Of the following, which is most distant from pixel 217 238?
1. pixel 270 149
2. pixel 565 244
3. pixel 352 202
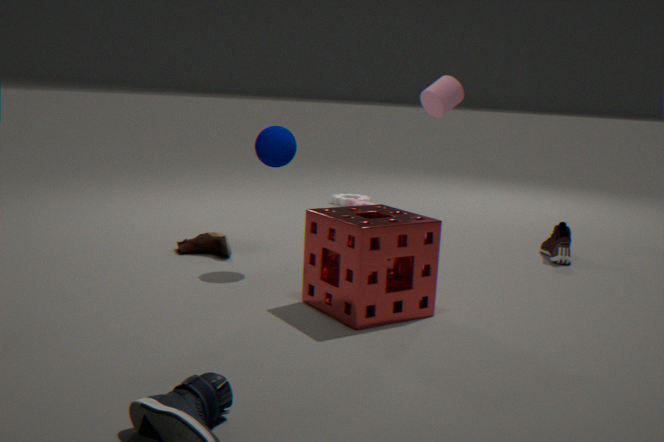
pixel 565 244
